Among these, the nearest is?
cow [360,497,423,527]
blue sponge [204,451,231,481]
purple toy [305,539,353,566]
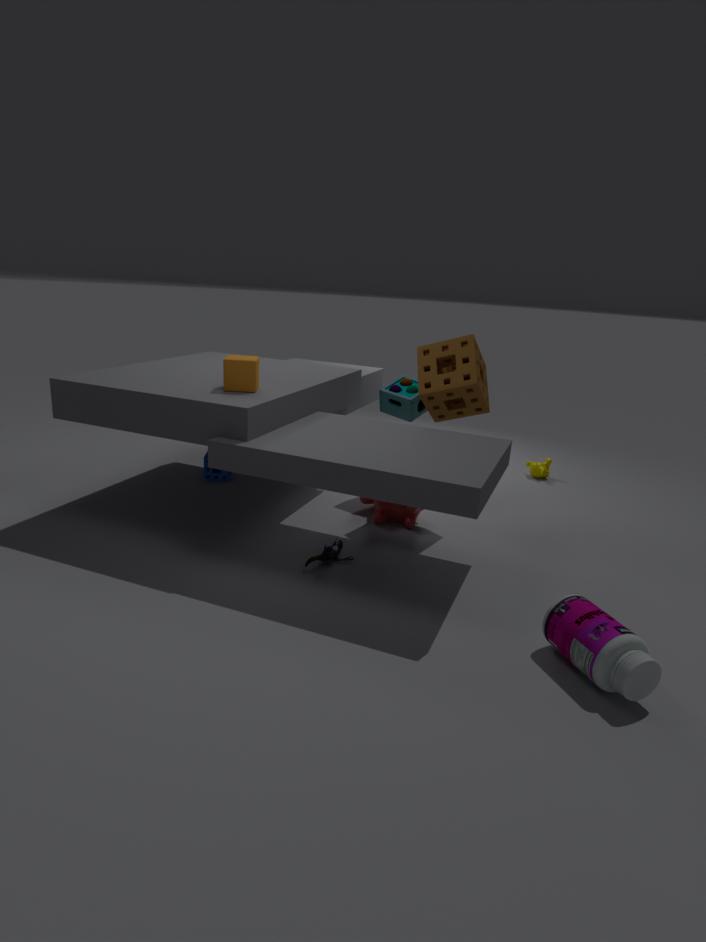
purple toy [305,539,353,566]
